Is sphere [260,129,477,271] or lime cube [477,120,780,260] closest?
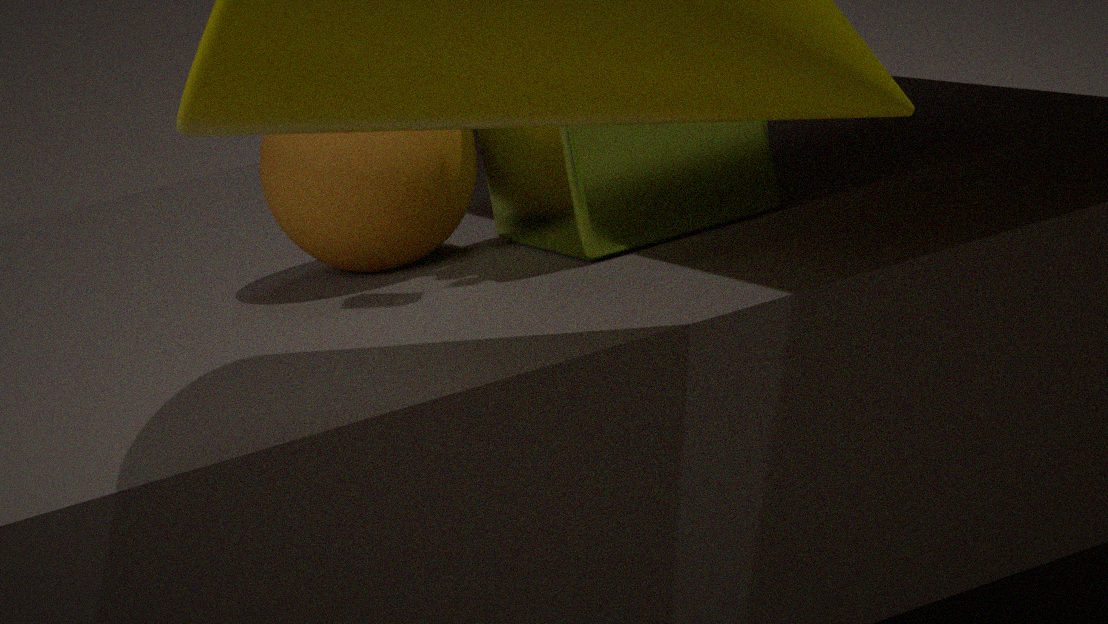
lime cube [477,120,780,260]
